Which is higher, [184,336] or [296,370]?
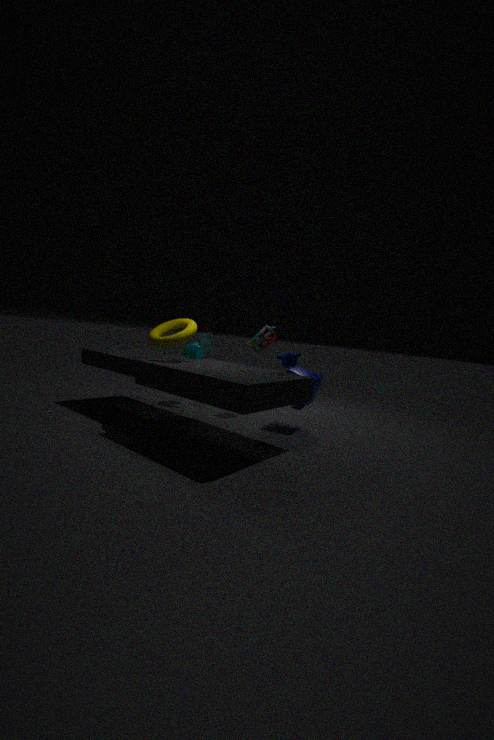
[184,336]
